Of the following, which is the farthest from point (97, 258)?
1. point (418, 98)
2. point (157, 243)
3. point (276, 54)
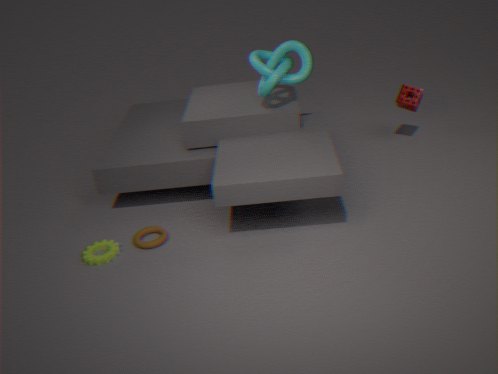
point (418, 98)
